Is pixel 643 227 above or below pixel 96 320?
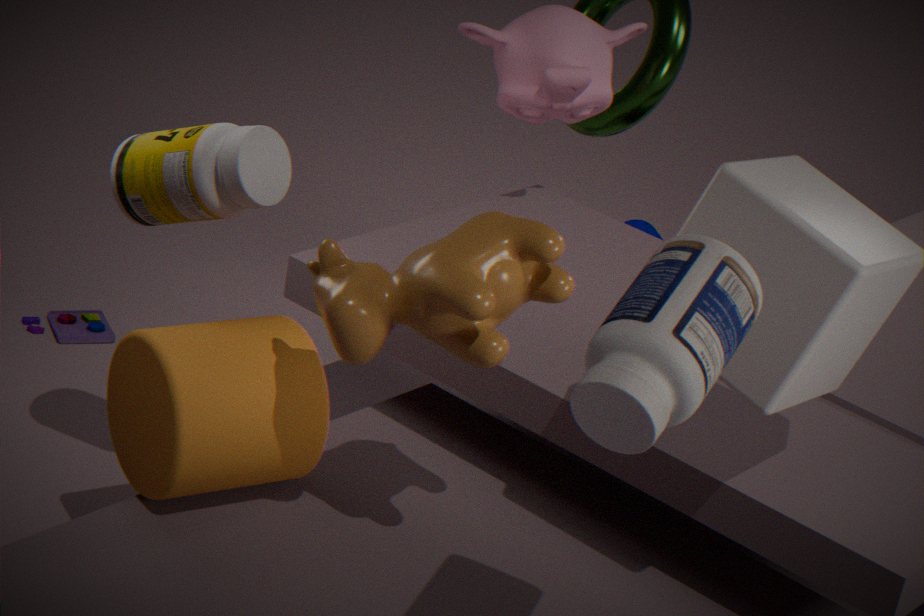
above
